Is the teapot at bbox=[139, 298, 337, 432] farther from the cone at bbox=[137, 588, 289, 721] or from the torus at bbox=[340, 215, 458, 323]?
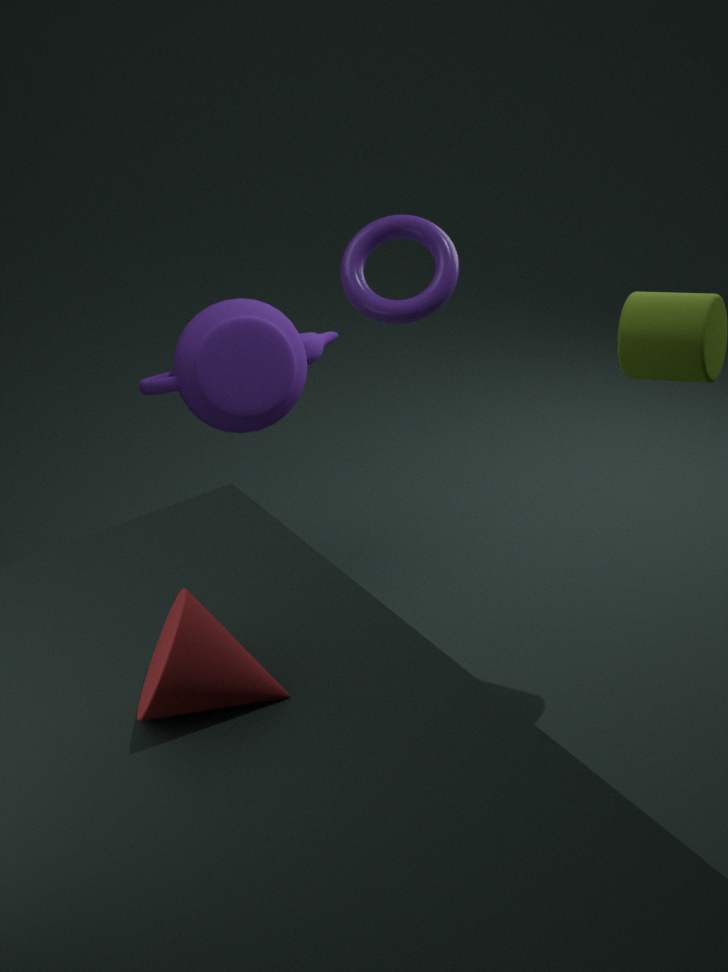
the cone at bbox=[137, 588, 289, 721]
